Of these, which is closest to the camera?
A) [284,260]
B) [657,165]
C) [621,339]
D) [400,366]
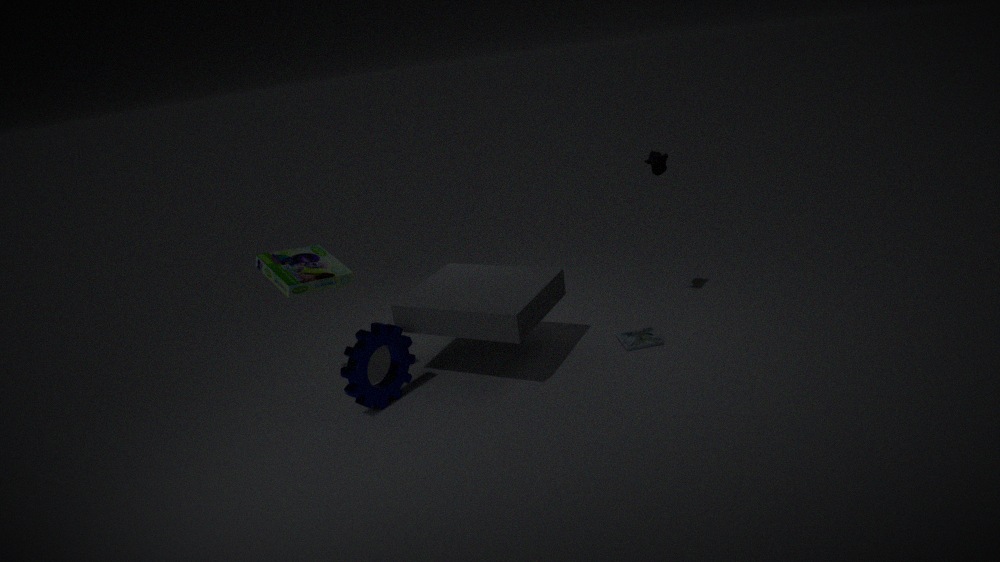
[284,260]
